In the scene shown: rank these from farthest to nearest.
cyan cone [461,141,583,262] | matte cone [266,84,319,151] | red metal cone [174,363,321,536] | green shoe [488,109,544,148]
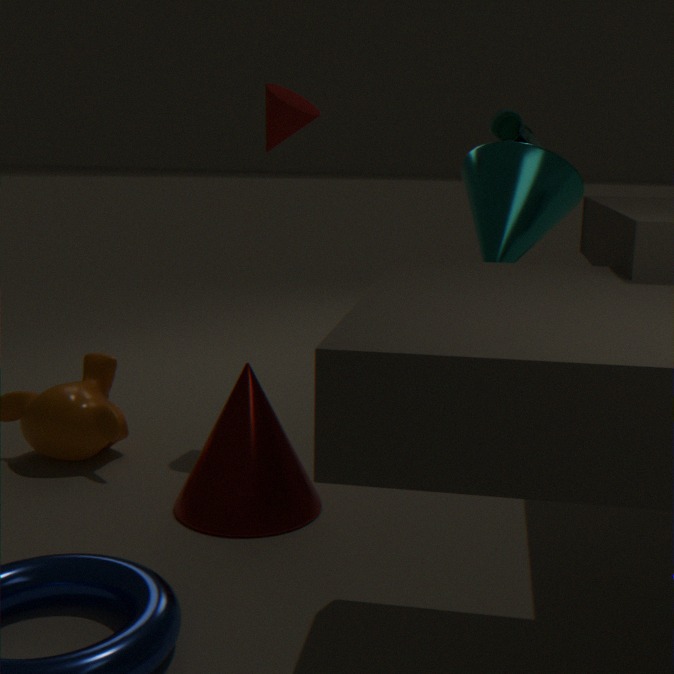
green shoe [488,109,544,148] < matte cone [266,84,319,151] < cyan cone [461,141,583,262] < red metal cone [174,363,321,536]
